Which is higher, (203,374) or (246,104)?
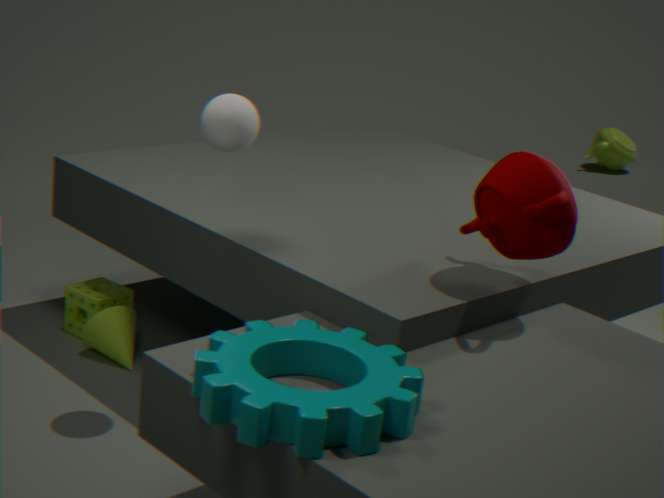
(246,104)
